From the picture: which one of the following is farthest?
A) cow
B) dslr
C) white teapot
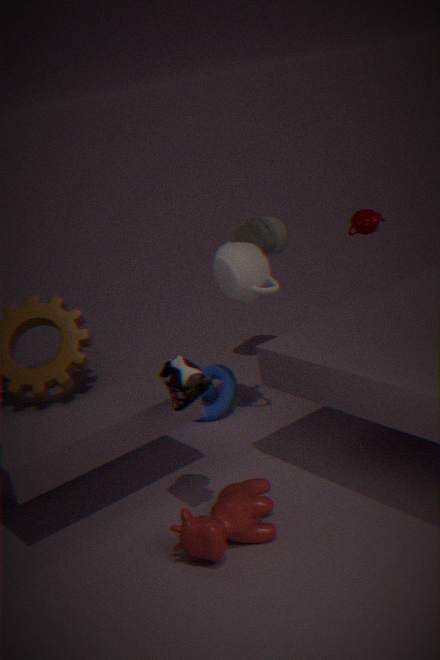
dslr
